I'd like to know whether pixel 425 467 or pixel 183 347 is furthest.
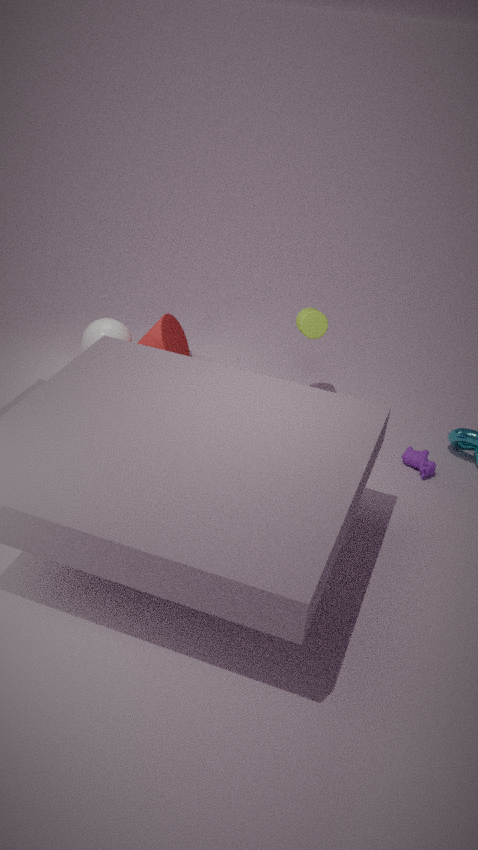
pixel 183 347
